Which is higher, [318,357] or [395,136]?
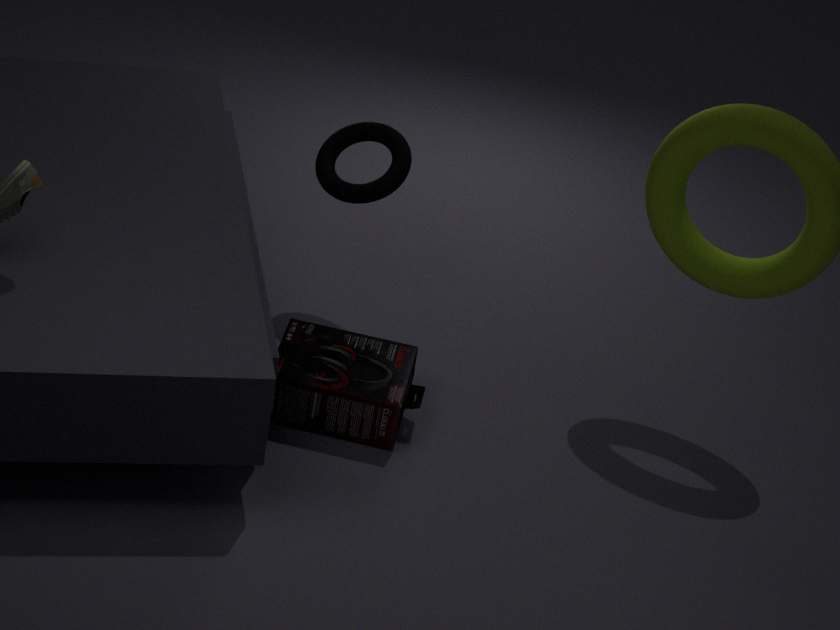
[395,136]
